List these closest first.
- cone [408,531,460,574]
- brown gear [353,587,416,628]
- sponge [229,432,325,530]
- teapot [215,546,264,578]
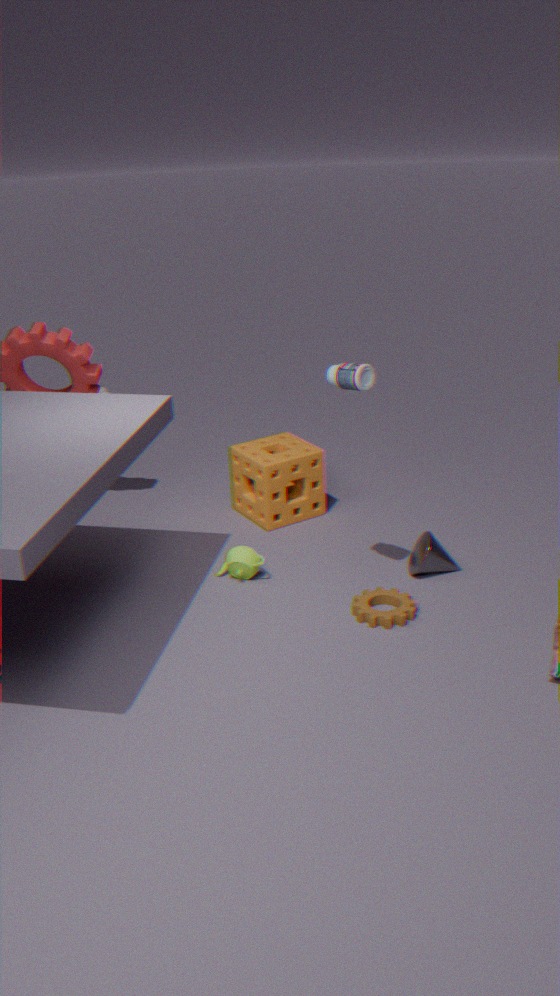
brown gear [353,587,416,628], cone [408,531,460,574], teapot [215,546,264,578], sponge [229,432,325,530]
